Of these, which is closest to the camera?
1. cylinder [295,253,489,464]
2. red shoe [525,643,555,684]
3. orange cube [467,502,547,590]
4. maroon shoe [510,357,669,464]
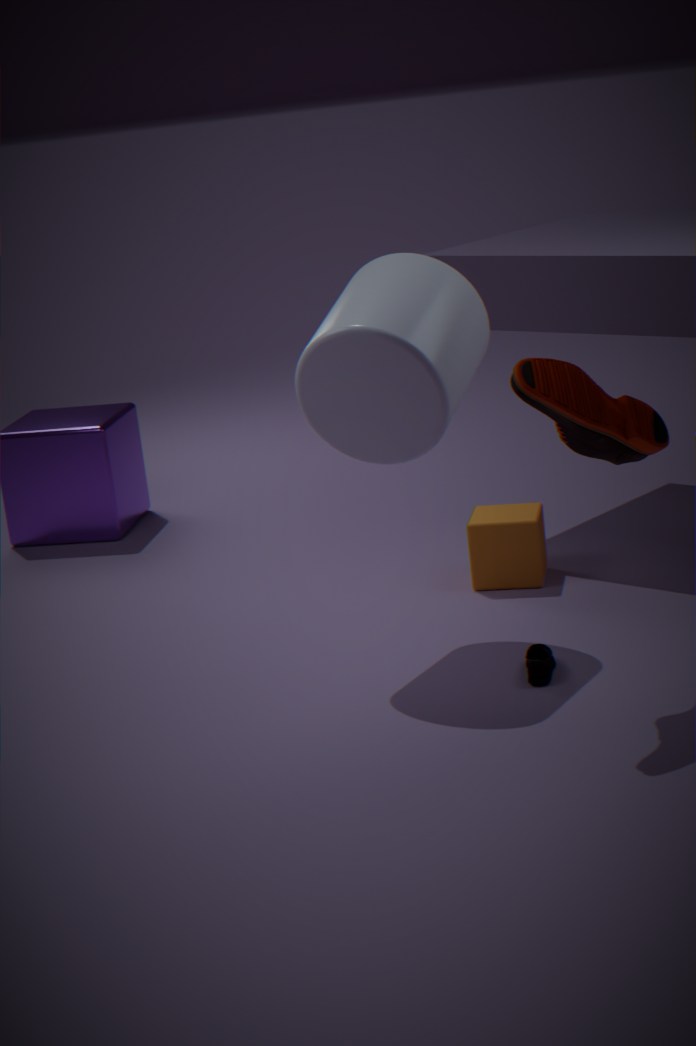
maroon shoe [510,357,669,464]
